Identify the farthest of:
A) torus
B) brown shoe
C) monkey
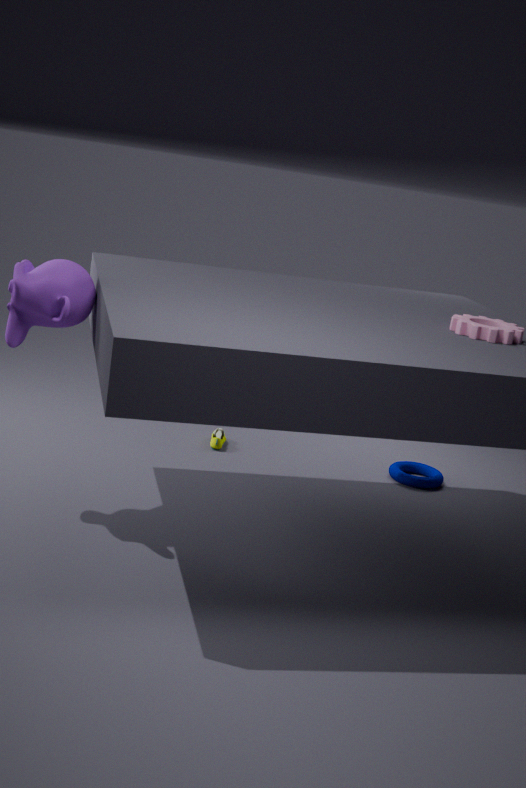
brown shoe
